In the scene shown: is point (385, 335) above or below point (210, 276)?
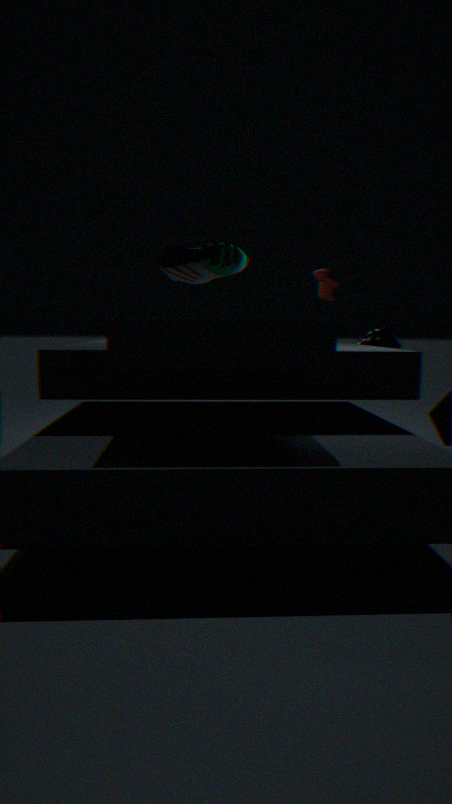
below
